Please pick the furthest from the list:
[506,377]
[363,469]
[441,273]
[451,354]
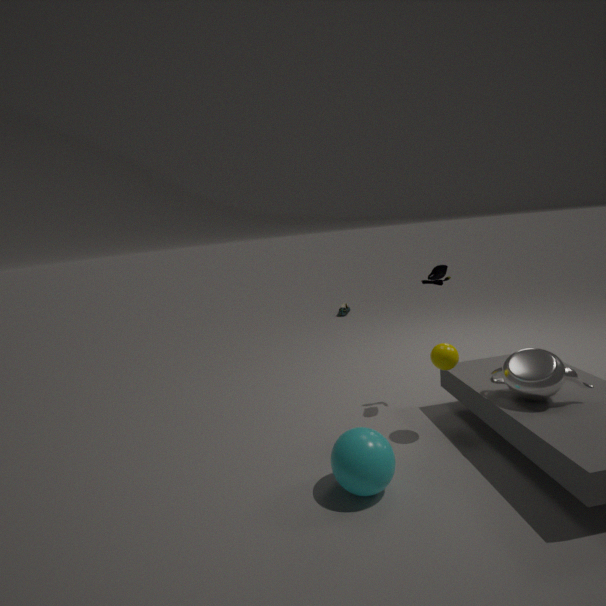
[441,273]
